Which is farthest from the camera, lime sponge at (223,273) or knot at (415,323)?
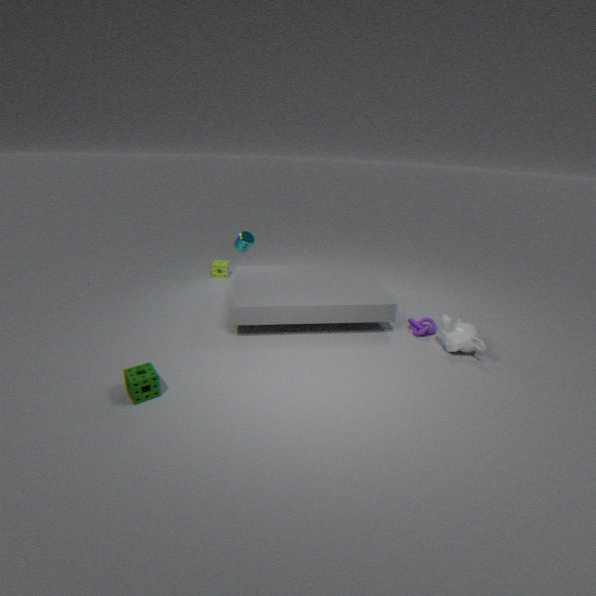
lime sponge at (223,273)
